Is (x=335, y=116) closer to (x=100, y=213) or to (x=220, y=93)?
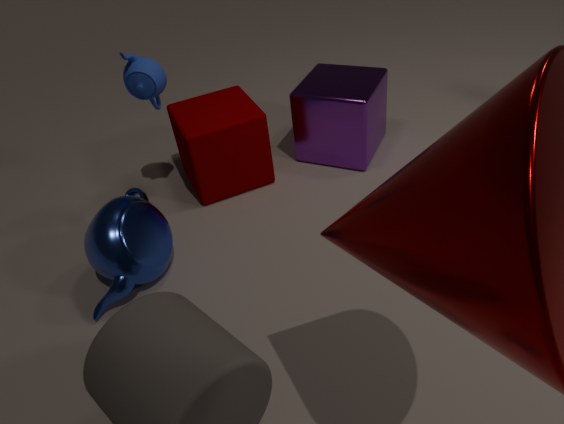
(x=220, y=93)
